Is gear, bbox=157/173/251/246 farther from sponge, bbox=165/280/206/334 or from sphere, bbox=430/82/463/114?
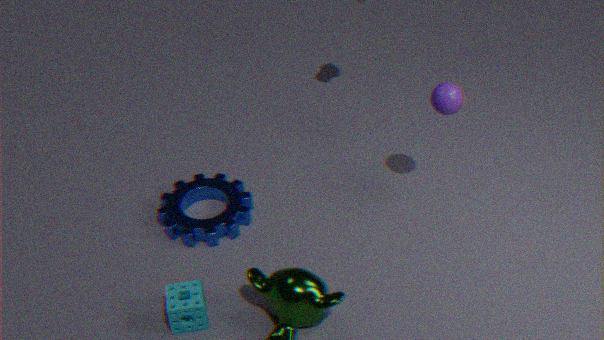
sphere, bbox=430/82/463/114
